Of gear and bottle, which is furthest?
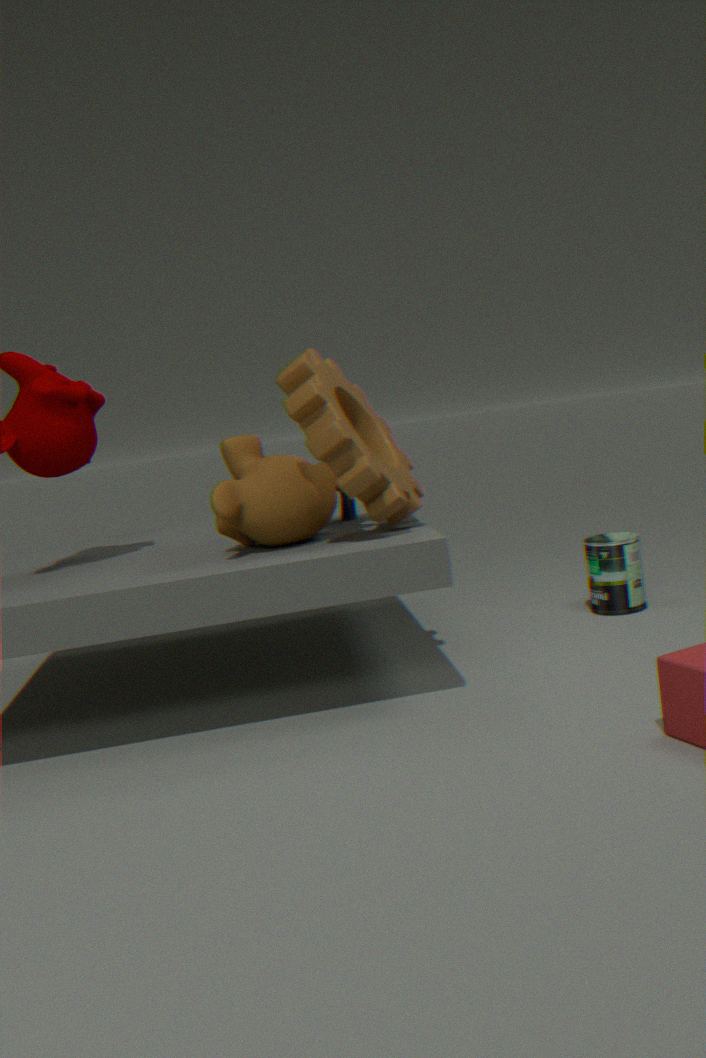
bottle
